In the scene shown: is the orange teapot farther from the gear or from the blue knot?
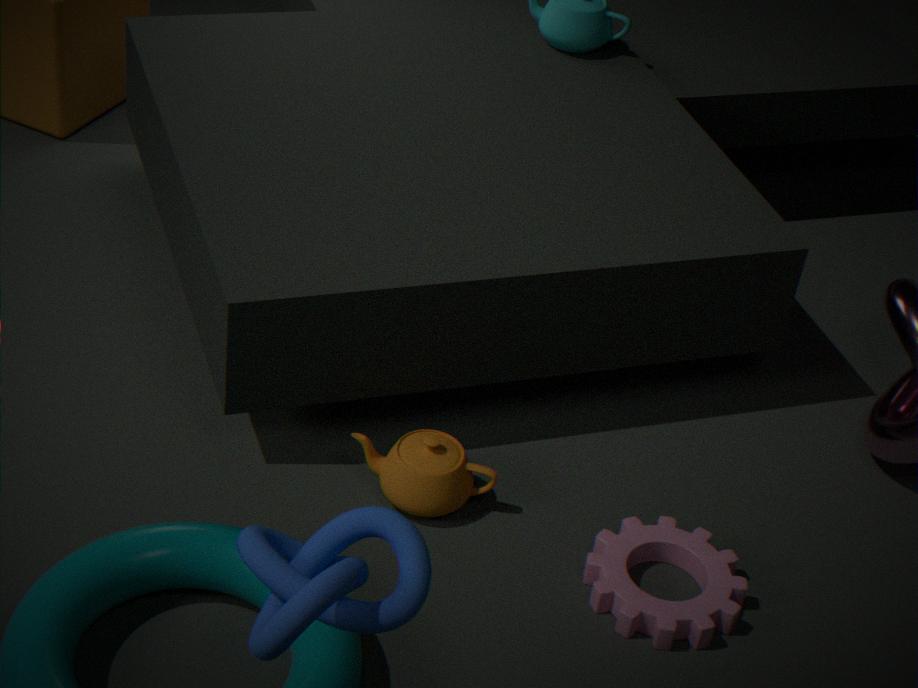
the blue knot
